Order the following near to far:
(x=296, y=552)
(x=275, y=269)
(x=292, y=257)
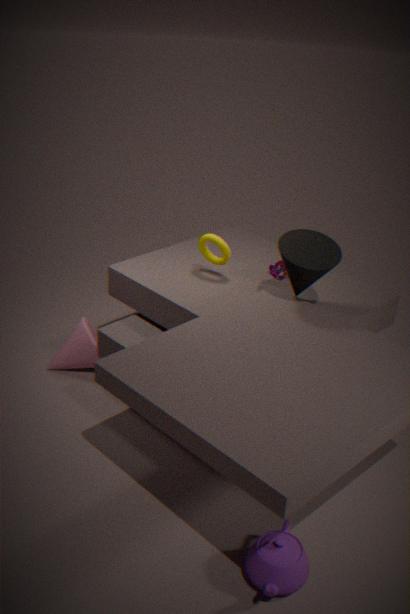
1. (x=296, y=552)
2. (x=292, y=257)
3. (x=275, y=269)
